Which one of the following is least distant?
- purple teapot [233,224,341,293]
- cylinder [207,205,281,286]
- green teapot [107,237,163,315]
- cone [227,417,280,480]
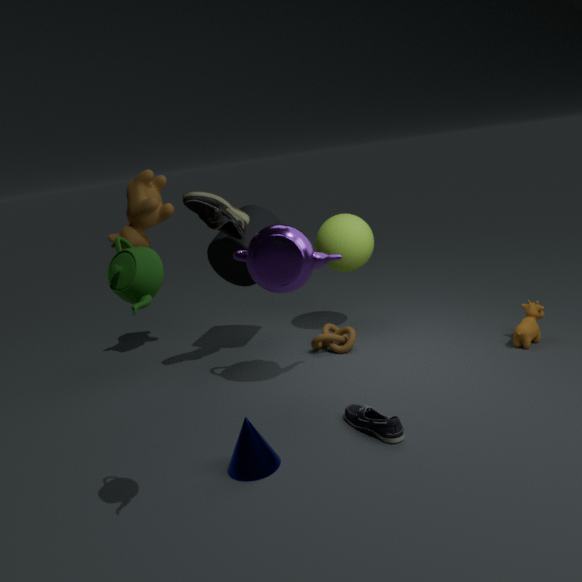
green teapot [107,237,163,315]
